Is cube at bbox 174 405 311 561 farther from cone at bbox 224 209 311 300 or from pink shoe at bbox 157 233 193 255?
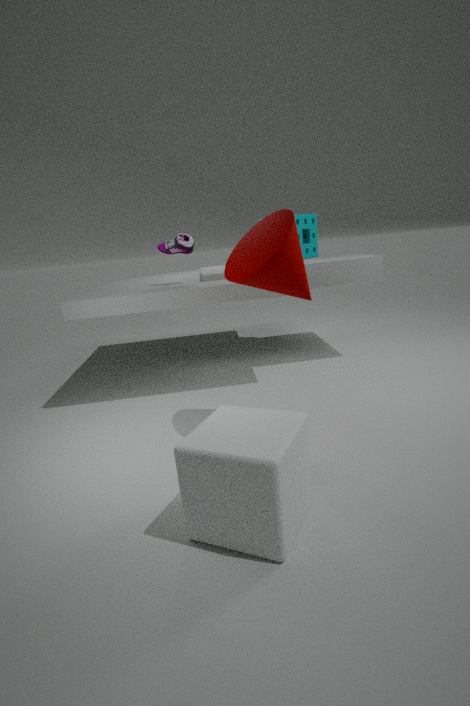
pink shoe at bbox 157 233 193 255
